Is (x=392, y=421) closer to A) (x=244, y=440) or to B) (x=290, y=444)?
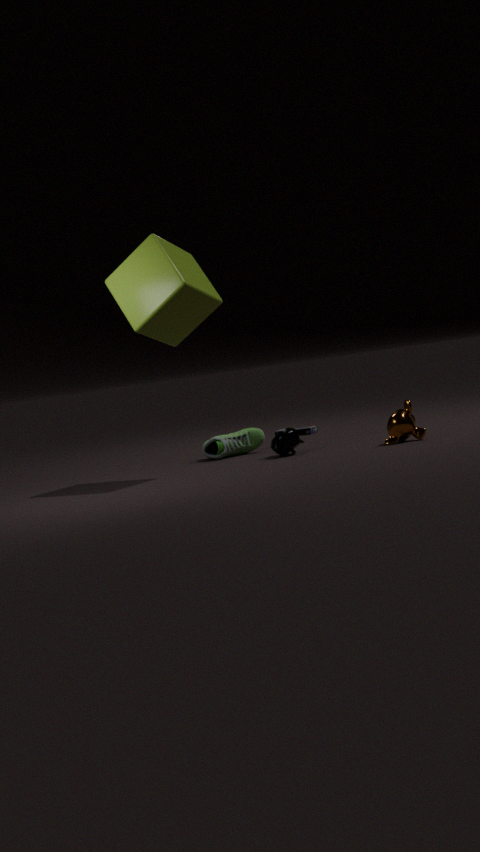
B) (x=290, y=444)
